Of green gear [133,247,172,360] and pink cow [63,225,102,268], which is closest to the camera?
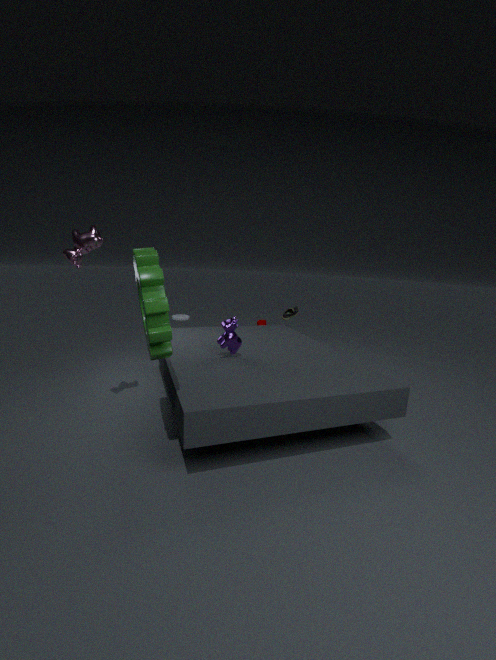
green gear [133,247,172,360]
